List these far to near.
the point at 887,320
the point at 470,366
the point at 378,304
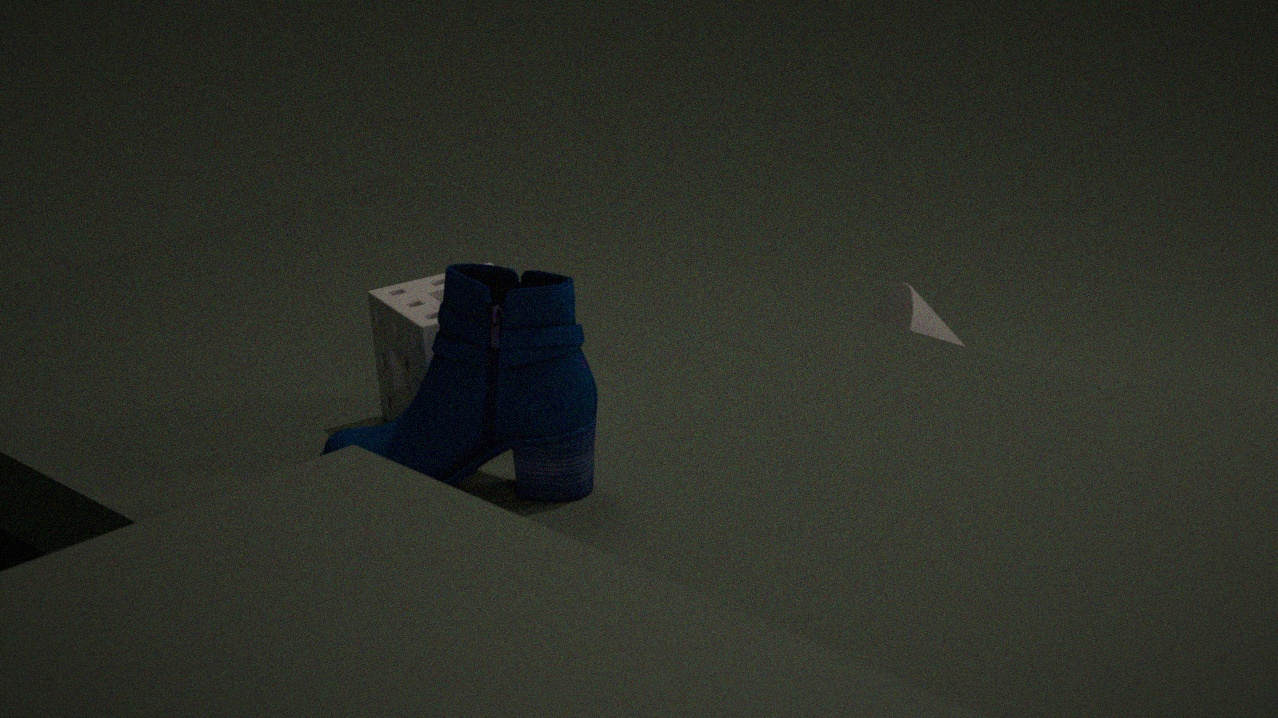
the point at 887,320
the point at 378,304
the point at 470,366
